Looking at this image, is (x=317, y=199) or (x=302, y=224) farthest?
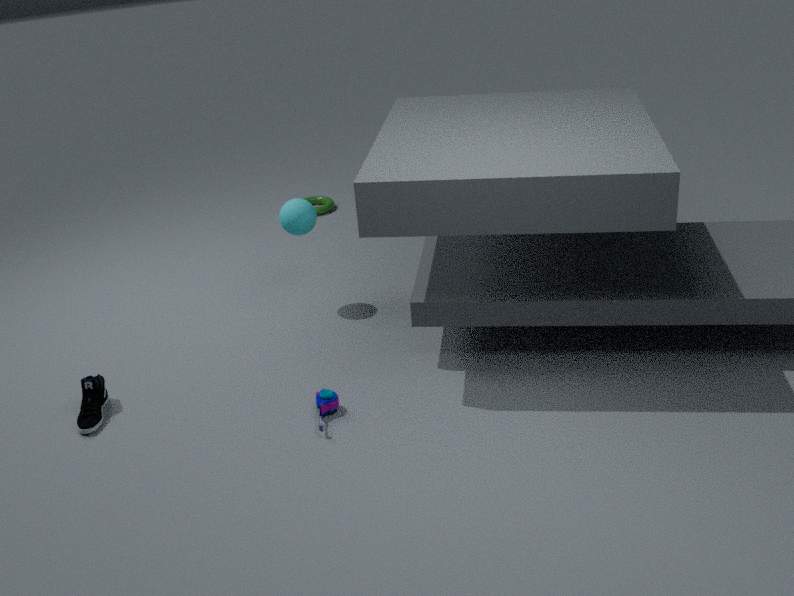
(x=317, y=199)
